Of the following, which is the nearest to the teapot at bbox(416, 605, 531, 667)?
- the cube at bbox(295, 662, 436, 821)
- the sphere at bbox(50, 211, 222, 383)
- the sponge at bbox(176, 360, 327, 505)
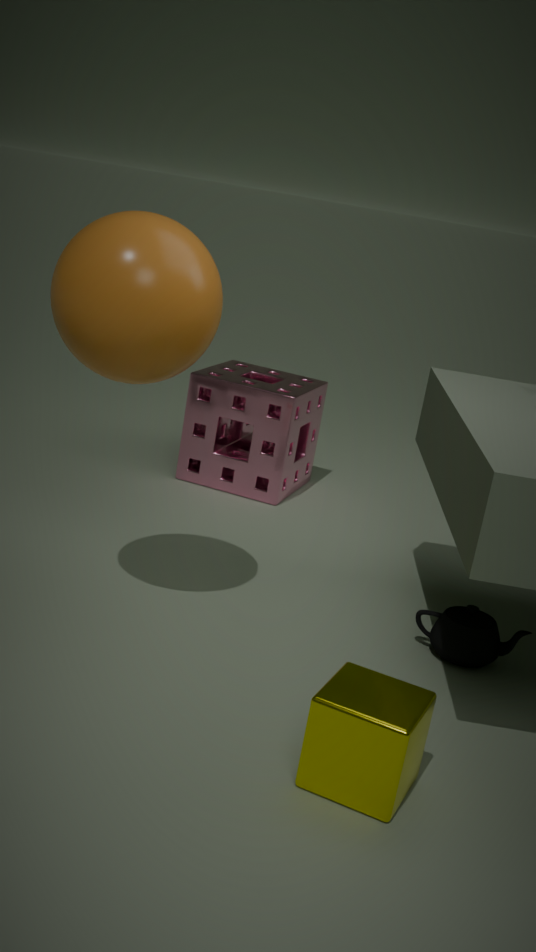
the cube at bbox(295, 662, 436, 821)
